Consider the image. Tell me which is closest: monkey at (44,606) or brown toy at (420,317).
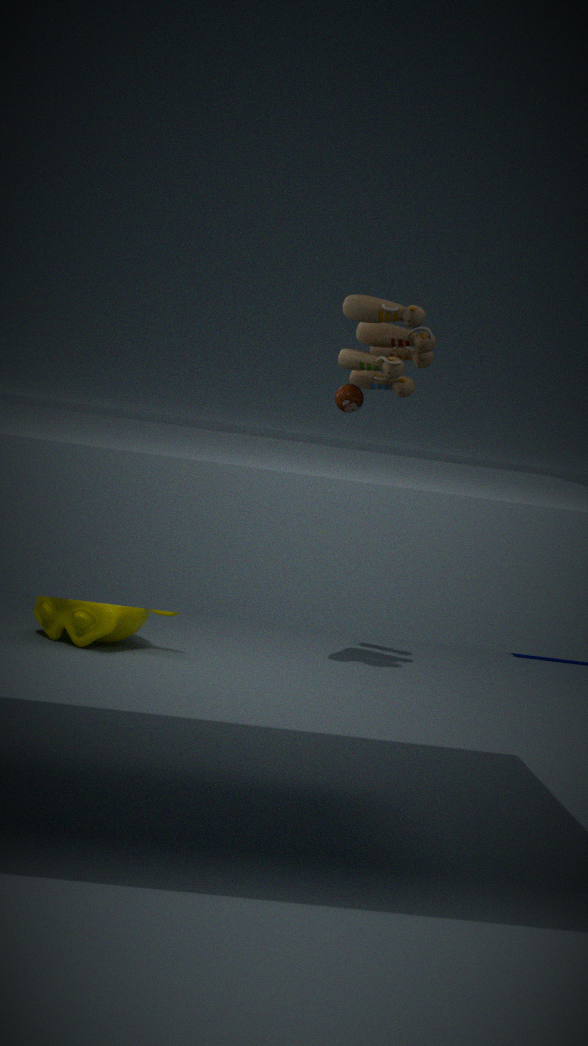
brown toy at (420,317)
